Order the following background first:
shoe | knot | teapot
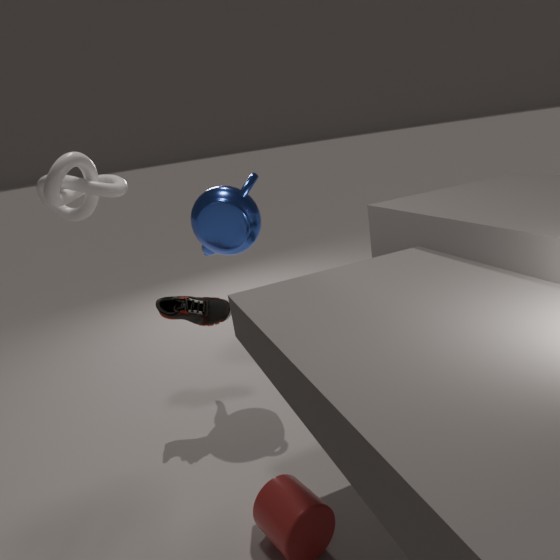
1. teapot
2. shoe
3. knot
